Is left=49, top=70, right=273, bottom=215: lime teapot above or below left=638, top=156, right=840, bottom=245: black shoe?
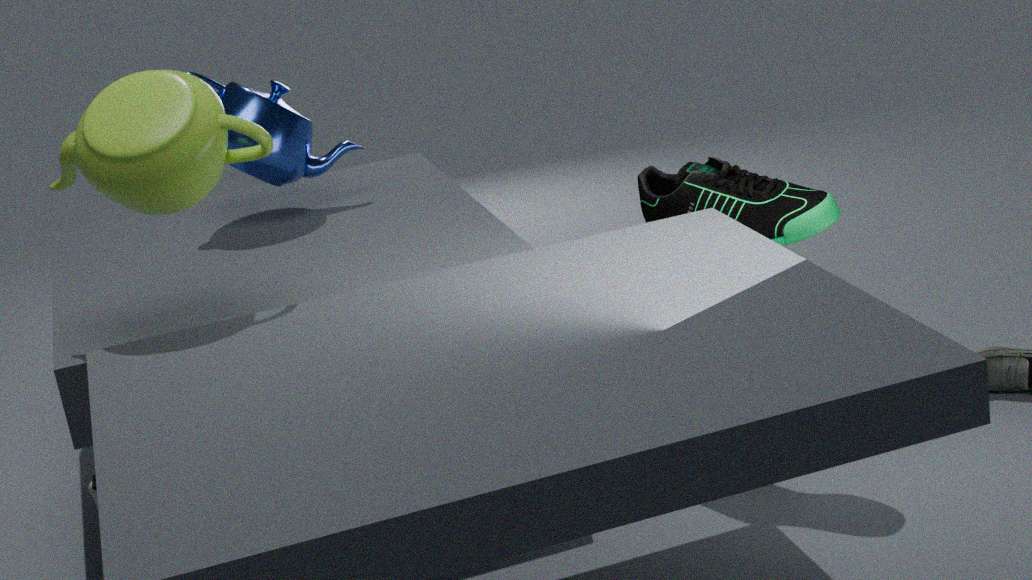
above
